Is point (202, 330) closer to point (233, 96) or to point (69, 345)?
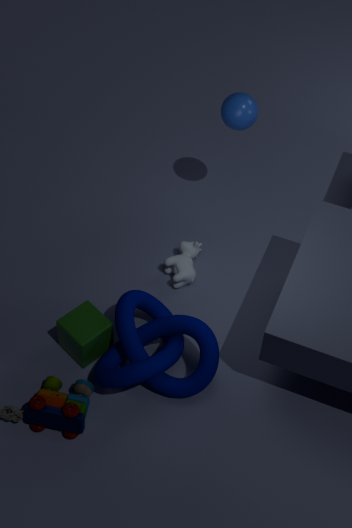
point (69, 345)
